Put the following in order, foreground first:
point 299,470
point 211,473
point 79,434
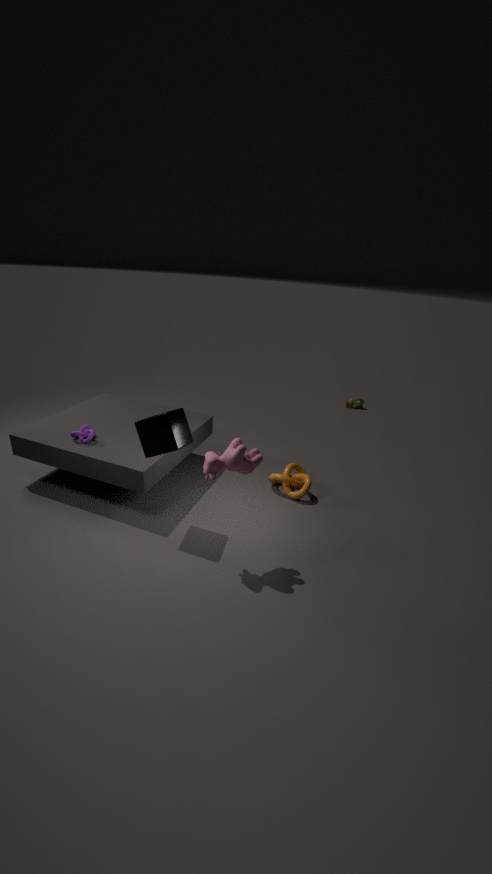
1. point 211,473
2. point 79,434
3. point 299,470
